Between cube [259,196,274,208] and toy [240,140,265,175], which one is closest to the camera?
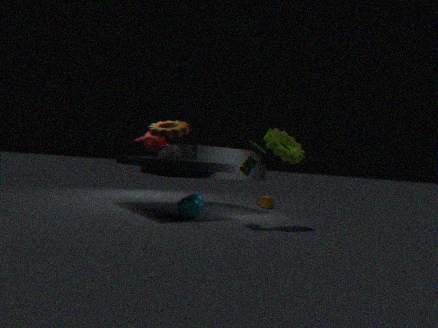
toy [240,140,265,175]
